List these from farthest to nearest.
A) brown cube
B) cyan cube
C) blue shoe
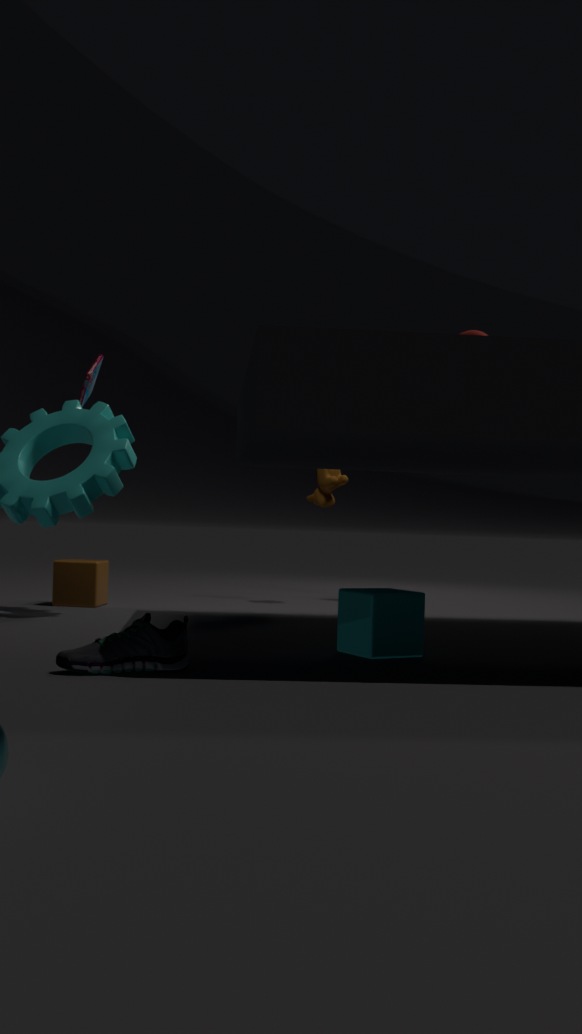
brown cube, cyan cube, blue shoe
